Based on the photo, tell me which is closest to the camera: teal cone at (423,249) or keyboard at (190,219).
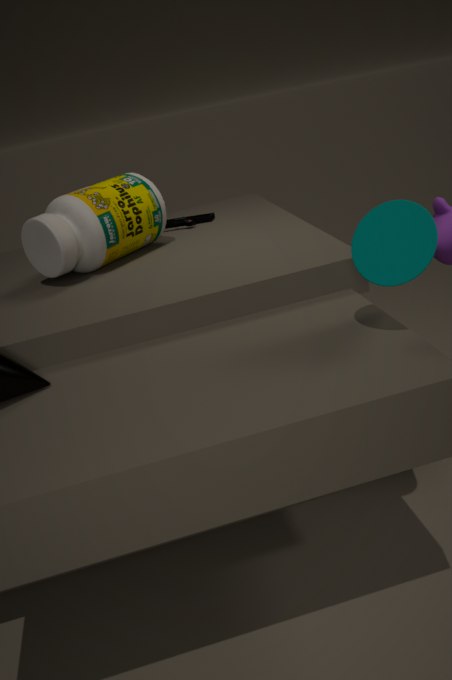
→ teal cone at (423,249)
